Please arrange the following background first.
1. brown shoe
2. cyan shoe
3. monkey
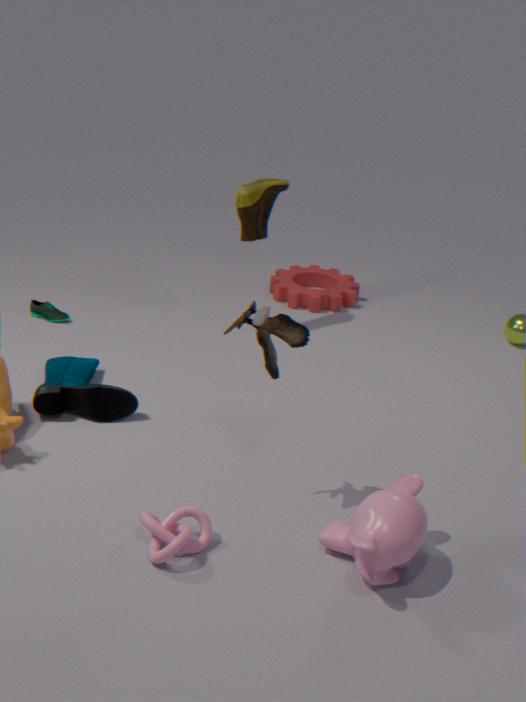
1. brown shoe
2. cyan shoe
3. monkey
